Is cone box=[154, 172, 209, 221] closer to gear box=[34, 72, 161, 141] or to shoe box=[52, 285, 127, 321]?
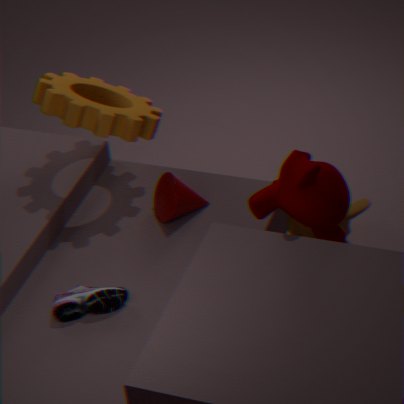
gear box=[34, 72, 161, 141]
